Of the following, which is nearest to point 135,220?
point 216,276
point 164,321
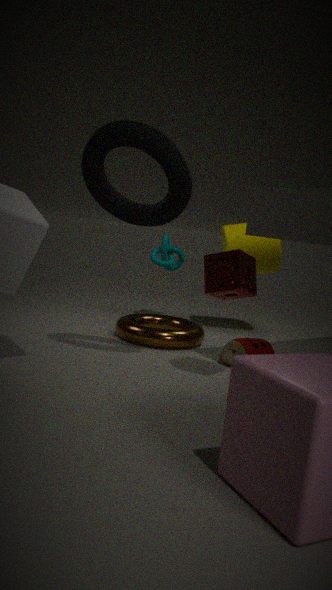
point 216,276
